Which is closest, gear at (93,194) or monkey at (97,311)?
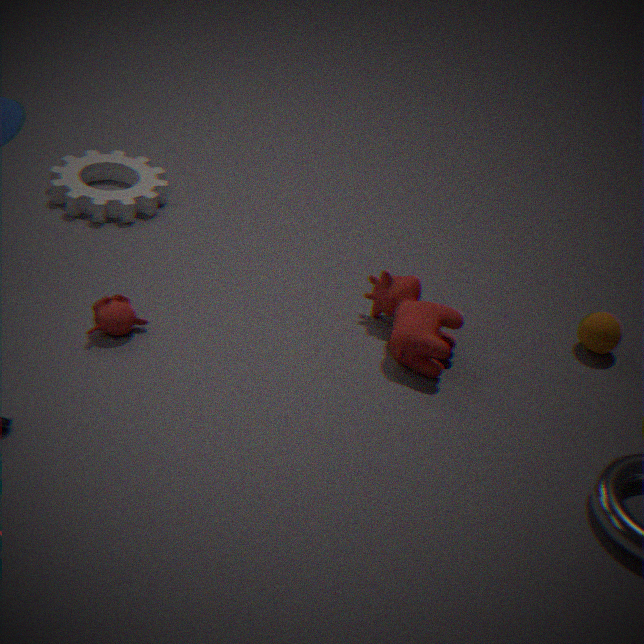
monkey at (97,311)
